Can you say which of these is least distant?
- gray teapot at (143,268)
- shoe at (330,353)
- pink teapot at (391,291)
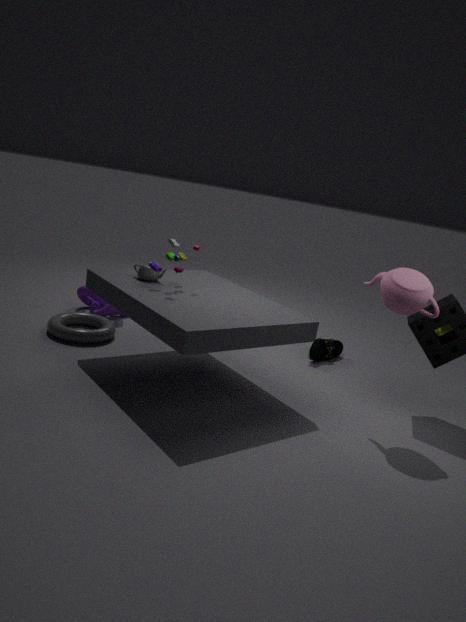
pink teapot at (391,291)
